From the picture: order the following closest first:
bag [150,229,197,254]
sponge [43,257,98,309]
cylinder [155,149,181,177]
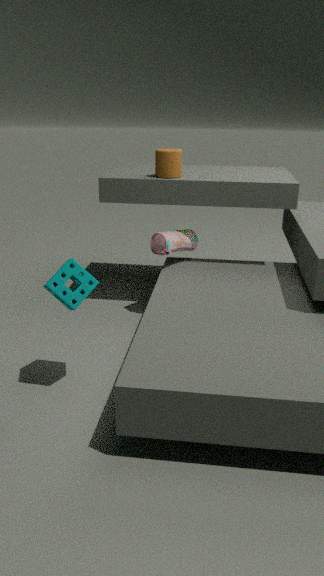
sponge [43,257,98,309] < bag [150,229,197,254] < cylinder [155,149,181,177]
